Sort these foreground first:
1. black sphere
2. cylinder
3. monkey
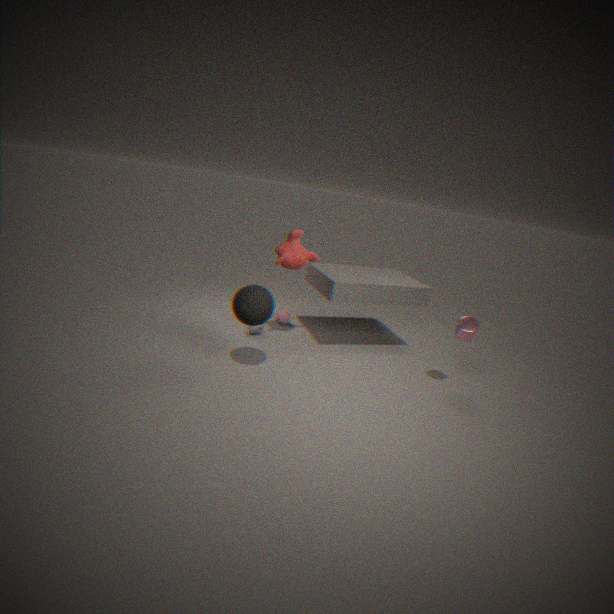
black sphere, cylinder, monkey
